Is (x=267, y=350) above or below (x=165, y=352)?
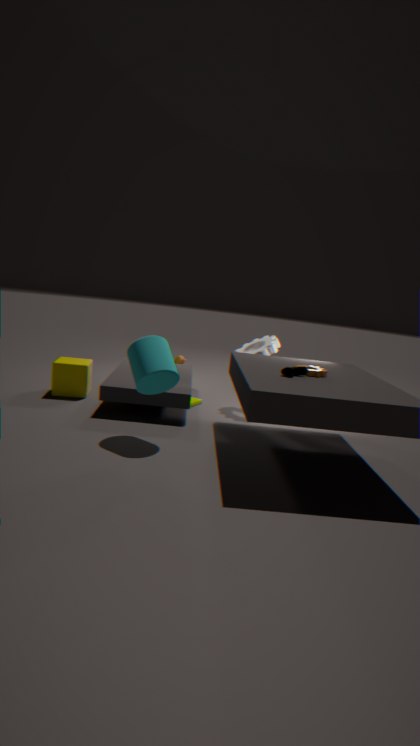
above
